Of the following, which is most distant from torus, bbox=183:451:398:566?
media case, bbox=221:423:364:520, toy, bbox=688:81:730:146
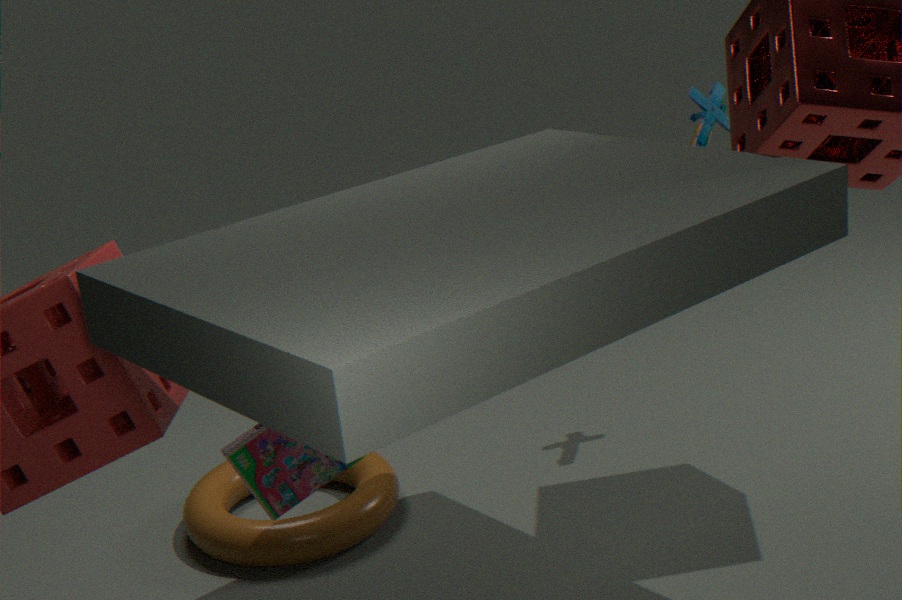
toy, bbox=688:81:730:146
